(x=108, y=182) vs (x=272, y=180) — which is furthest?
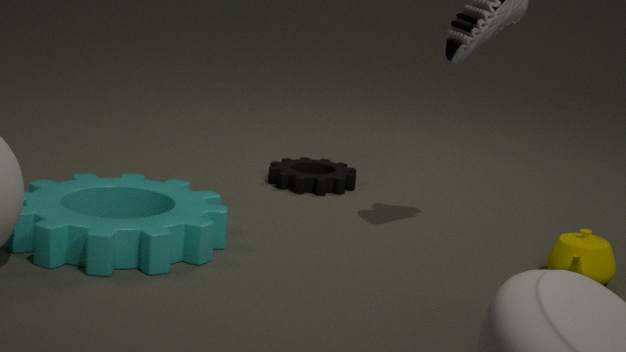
(x=272, y=180)
